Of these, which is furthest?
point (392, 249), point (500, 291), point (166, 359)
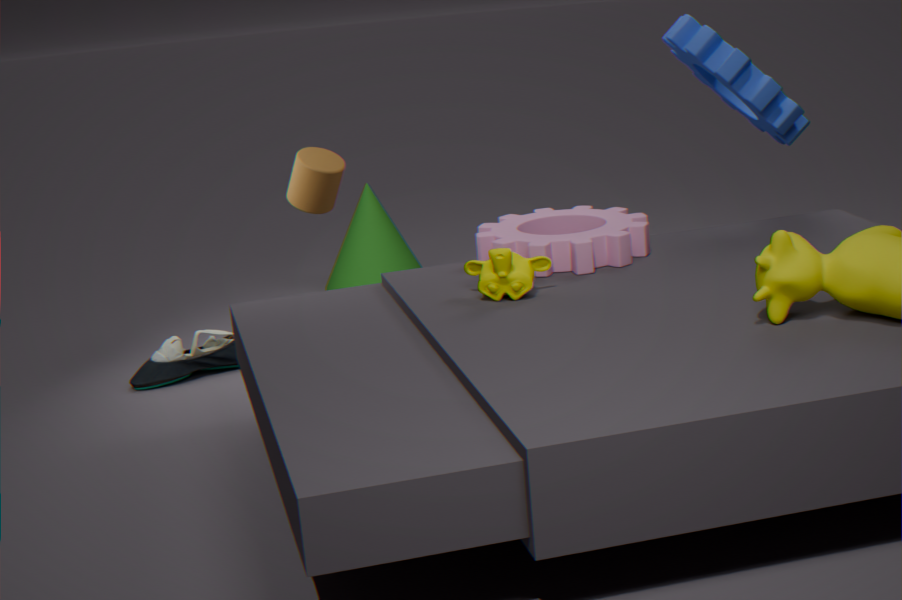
point (392, 249)
